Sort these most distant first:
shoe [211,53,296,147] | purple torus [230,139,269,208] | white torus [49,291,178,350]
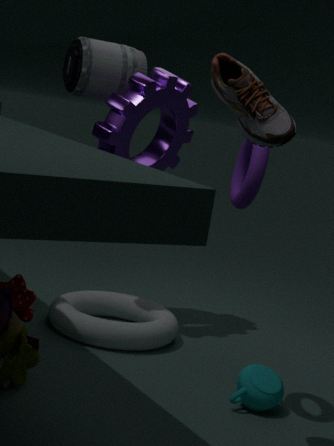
white torus [49,291,178,350]
purple torus [230,139,269,208]
shoe [211,53,296,147]
